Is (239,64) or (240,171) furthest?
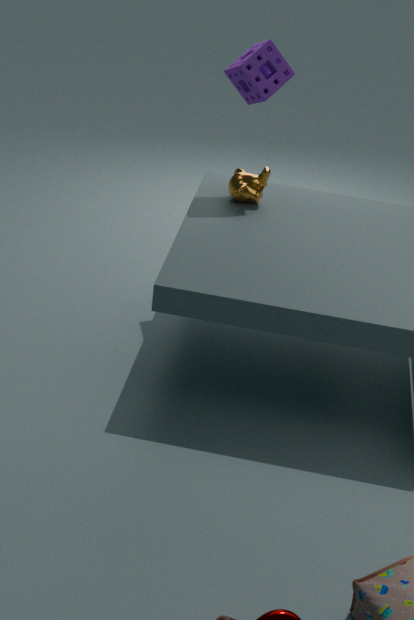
(240,171)
